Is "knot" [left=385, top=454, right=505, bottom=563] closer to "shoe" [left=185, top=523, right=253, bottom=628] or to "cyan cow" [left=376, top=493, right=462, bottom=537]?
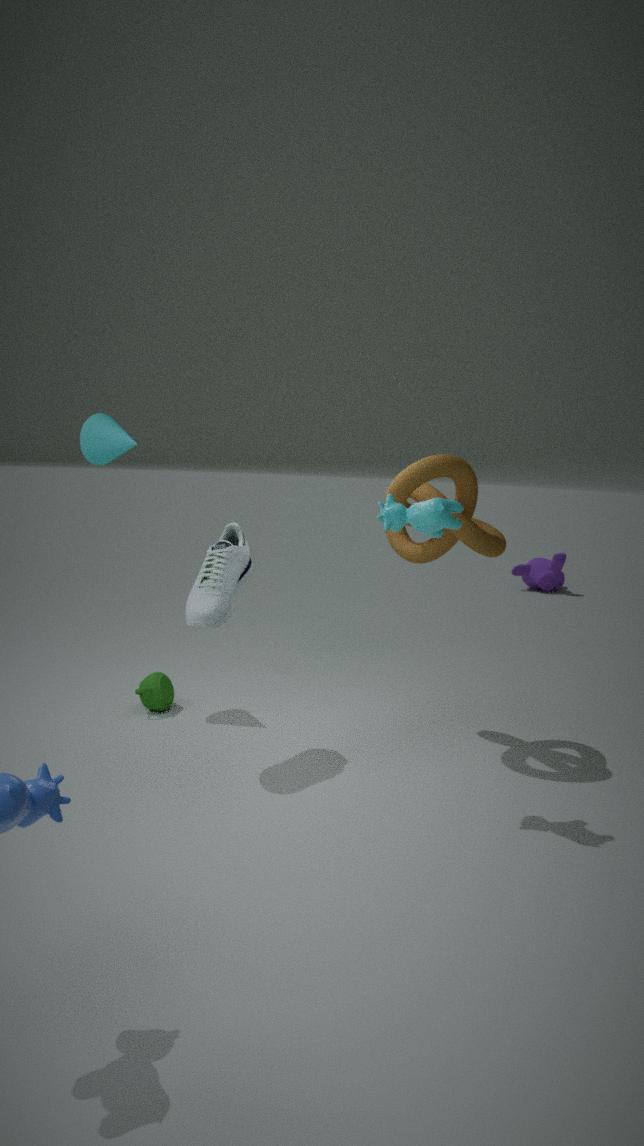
"cyan cow" [left=376, top=493, right=462, bottom=537]
